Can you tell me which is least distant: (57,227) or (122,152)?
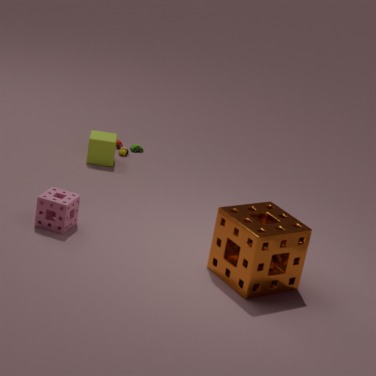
(57,227)
